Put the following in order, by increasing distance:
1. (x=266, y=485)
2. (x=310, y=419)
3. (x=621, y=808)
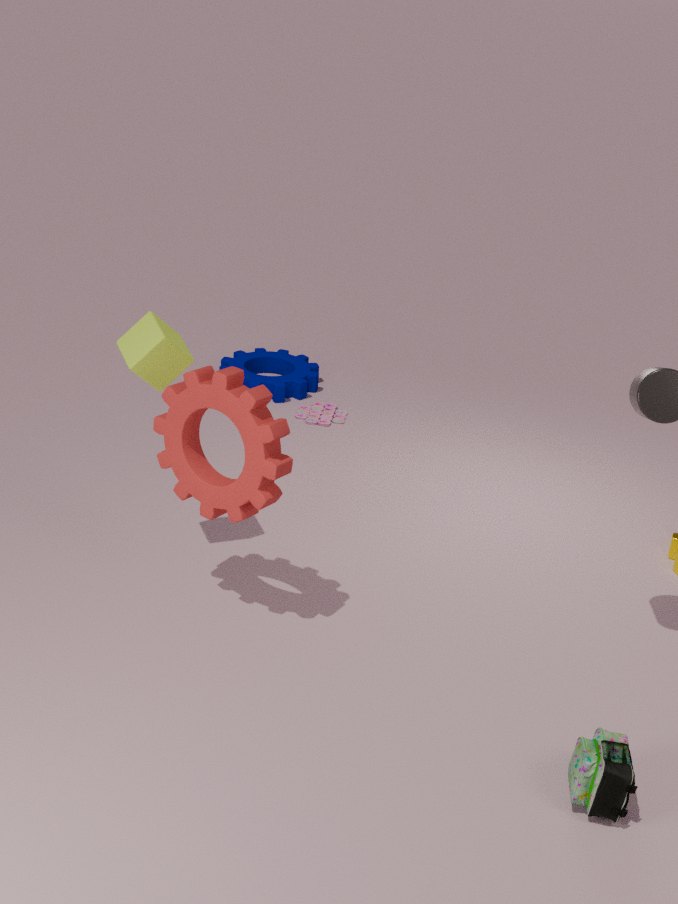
(x=621, y=808) → (x=266, y=485) → (x=310, y=419)
